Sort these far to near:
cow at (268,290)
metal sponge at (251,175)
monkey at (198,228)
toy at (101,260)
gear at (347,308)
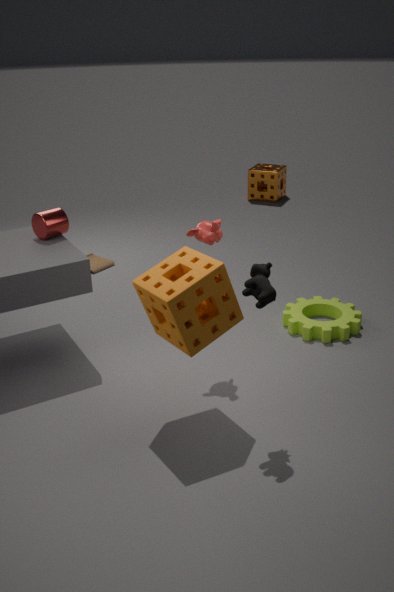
1. metal sponge at (251,175)
2. toy at (101,260)
3. gear at (347,308)
4. monkey at (198,228)
5. cow at (268,290)
